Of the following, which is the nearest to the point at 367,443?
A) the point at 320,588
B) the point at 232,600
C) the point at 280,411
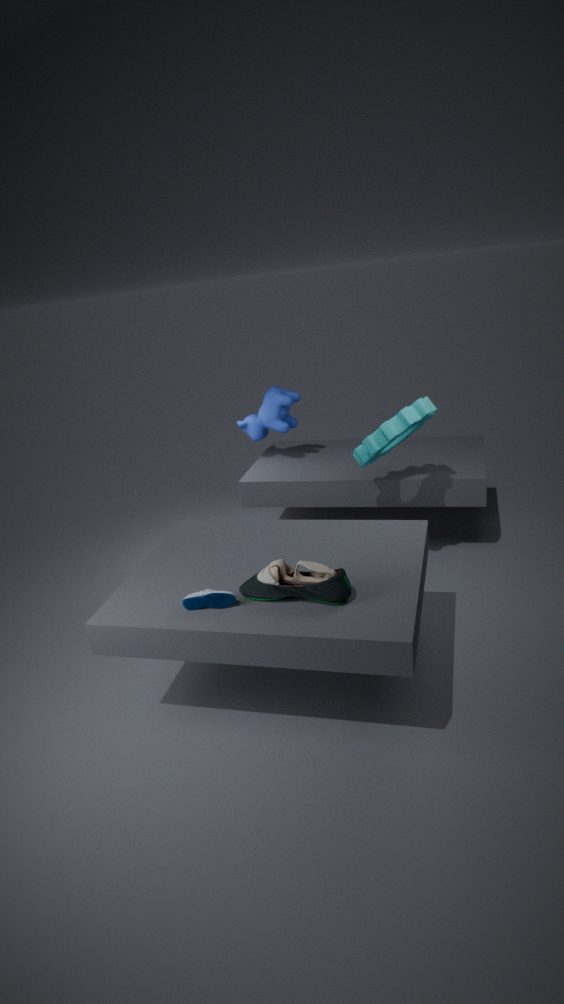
the point at 280,411
